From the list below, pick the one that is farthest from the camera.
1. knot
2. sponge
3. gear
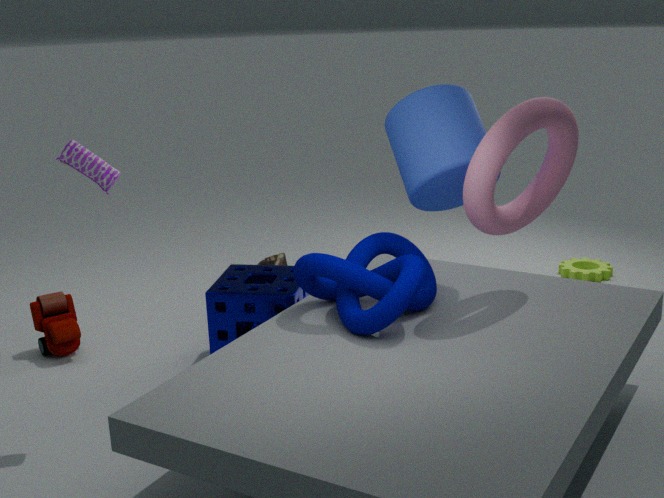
gear
